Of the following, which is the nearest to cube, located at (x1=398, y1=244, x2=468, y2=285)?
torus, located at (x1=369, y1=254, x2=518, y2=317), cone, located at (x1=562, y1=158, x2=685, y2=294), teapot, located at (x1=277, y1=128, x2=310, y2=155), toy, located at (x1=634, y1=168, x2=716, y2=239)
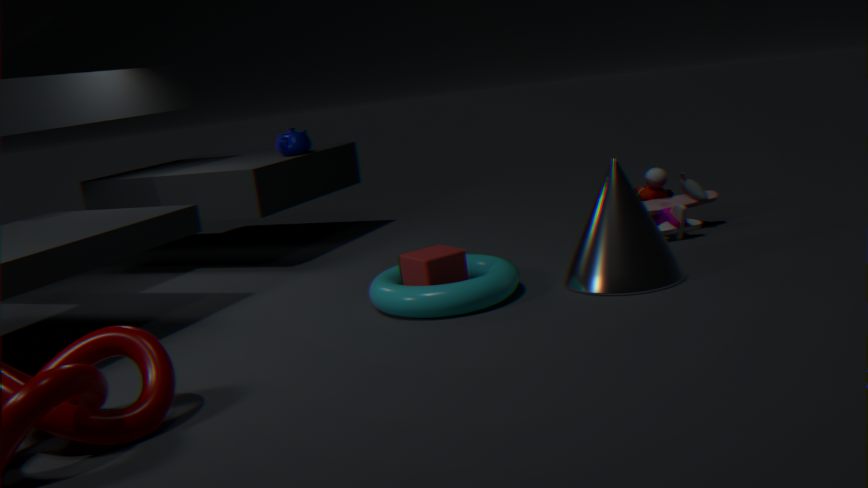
torus, located at (x1=369, y1=254, x2=518, y2=317)
